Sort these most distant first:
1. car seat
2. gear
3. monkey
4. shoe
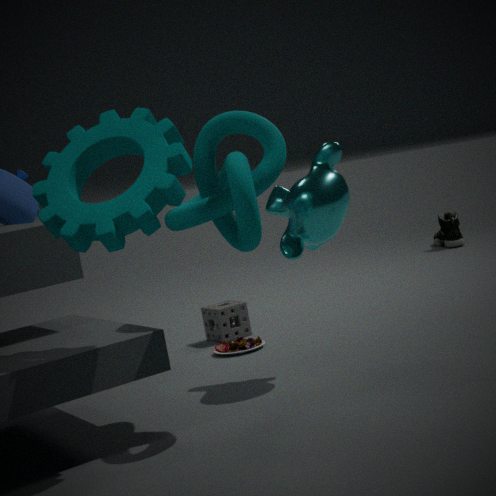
shoe → car seat → monkey → gear
